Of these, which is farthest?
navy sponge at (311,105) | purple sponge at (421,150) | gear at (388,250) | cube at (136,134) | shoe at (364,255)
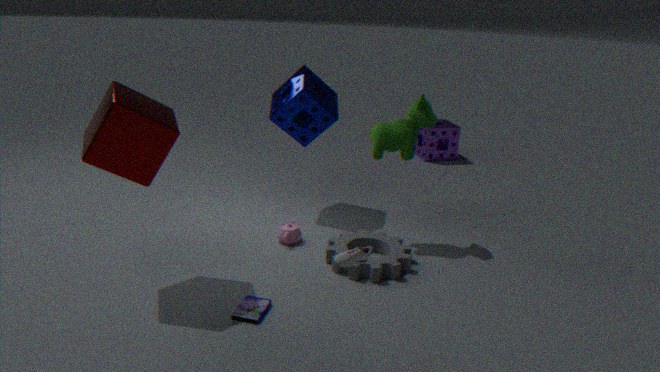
purple sponge at (421,150)
